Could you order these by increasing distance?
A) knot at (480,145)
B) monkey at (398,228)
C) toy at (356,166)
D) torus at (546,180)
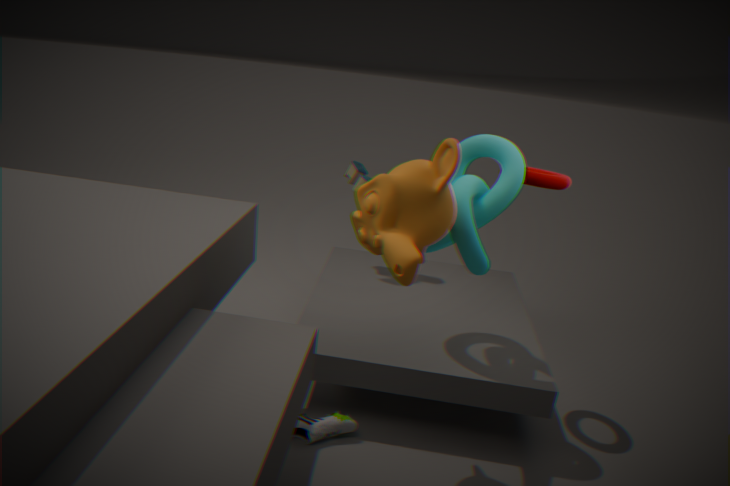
monkey at (398,228) < knot at (480,145) < torus at (546,180) < toy at (356,166)
